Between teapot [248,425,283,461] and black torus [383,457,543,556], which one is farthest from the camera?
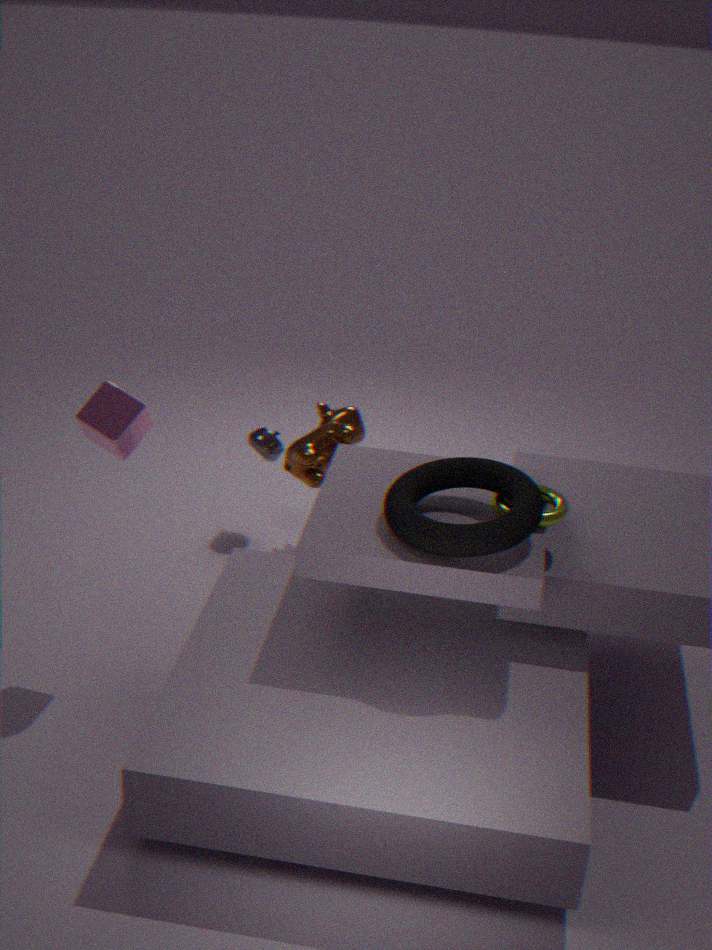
teapot [248,425,283,461]
